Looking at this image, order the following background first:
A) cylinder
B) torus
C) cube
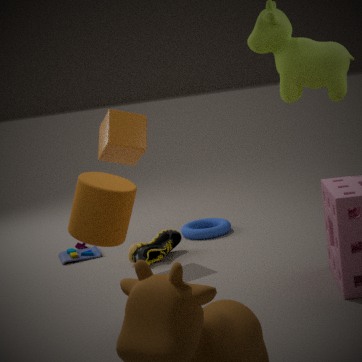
torus → cube → cylinder
